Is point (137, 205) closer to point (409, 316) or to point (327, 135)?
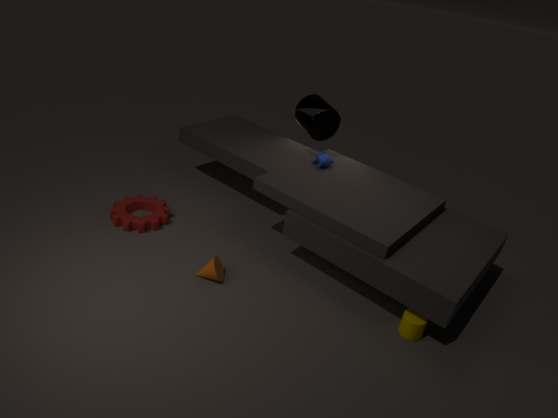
point (327, 135)
